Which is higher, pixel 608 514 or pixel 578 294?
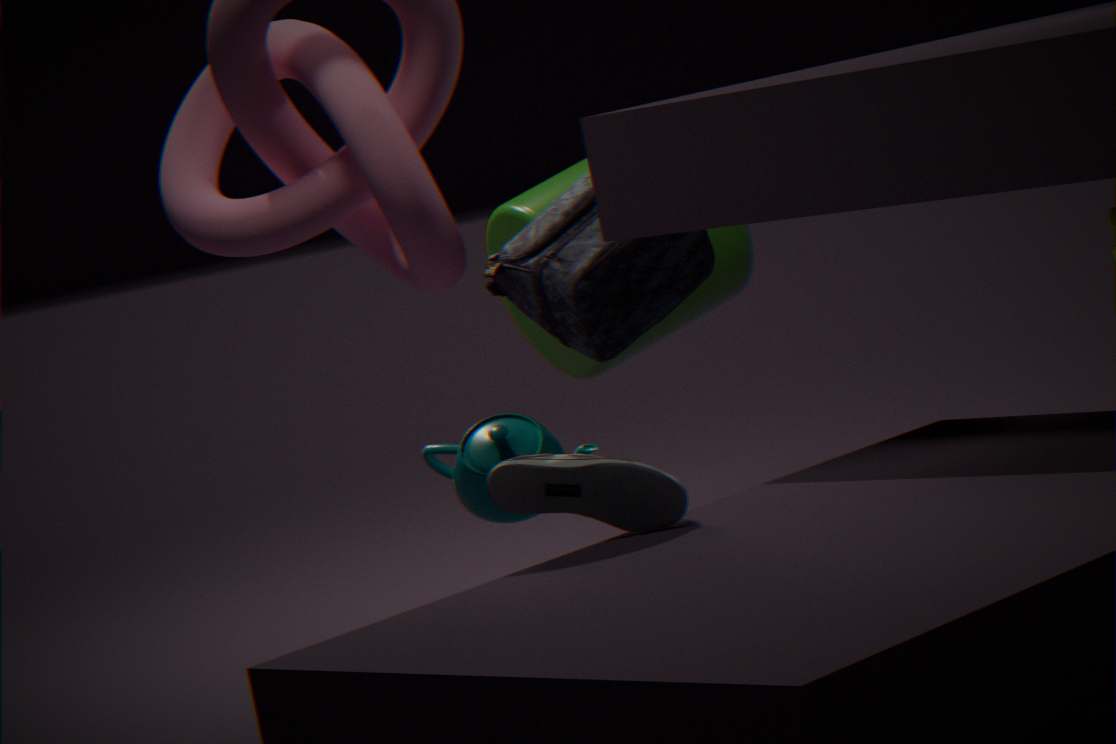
pixel 578 294
